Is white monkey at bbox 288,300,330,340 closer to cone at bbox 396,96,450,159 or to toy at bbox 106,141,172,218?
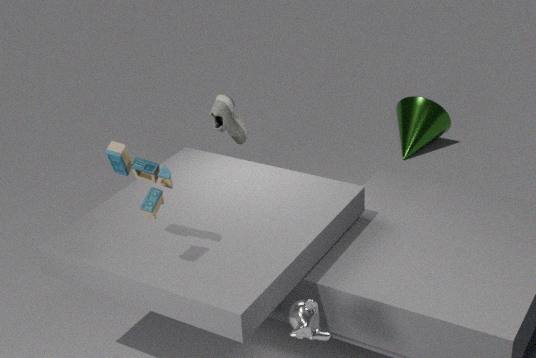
toy at bbox 106,141,172,218
